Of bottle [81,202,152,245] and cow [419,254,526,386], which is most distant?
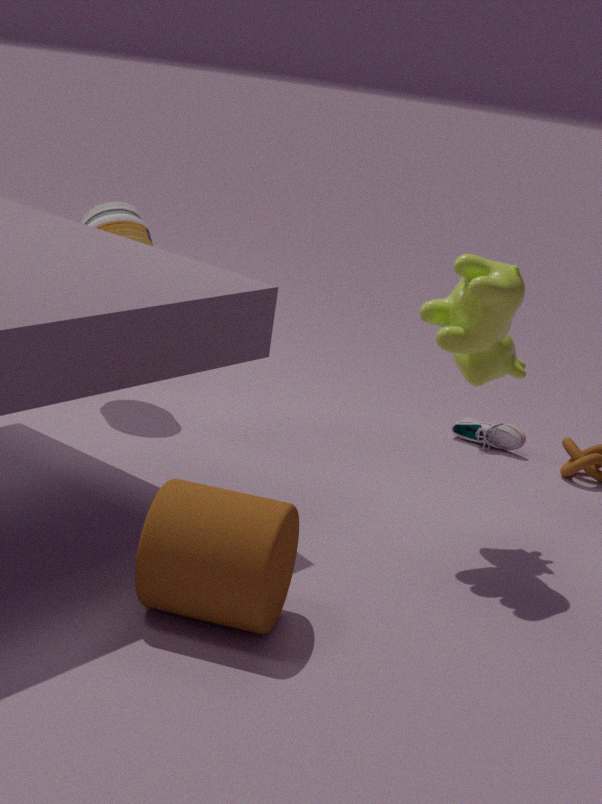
bottle [81,202,152,245]
